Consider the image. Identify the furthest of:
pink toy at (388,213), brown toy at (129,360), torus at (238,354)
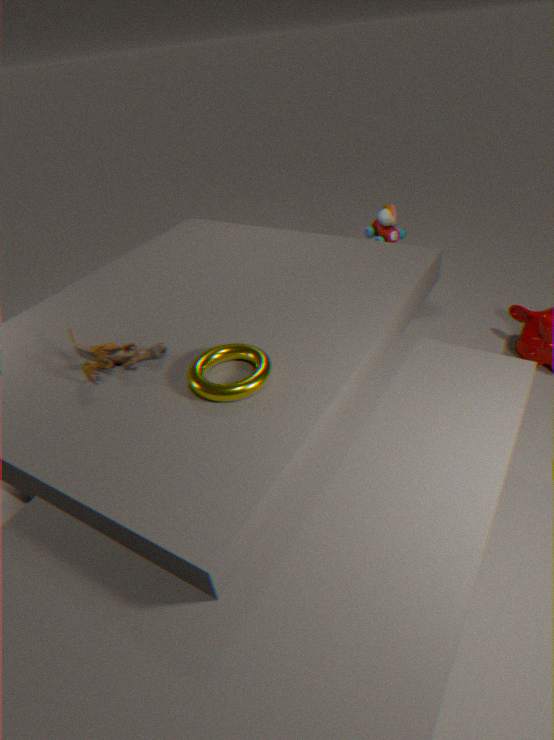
pink toy at (388,213)
